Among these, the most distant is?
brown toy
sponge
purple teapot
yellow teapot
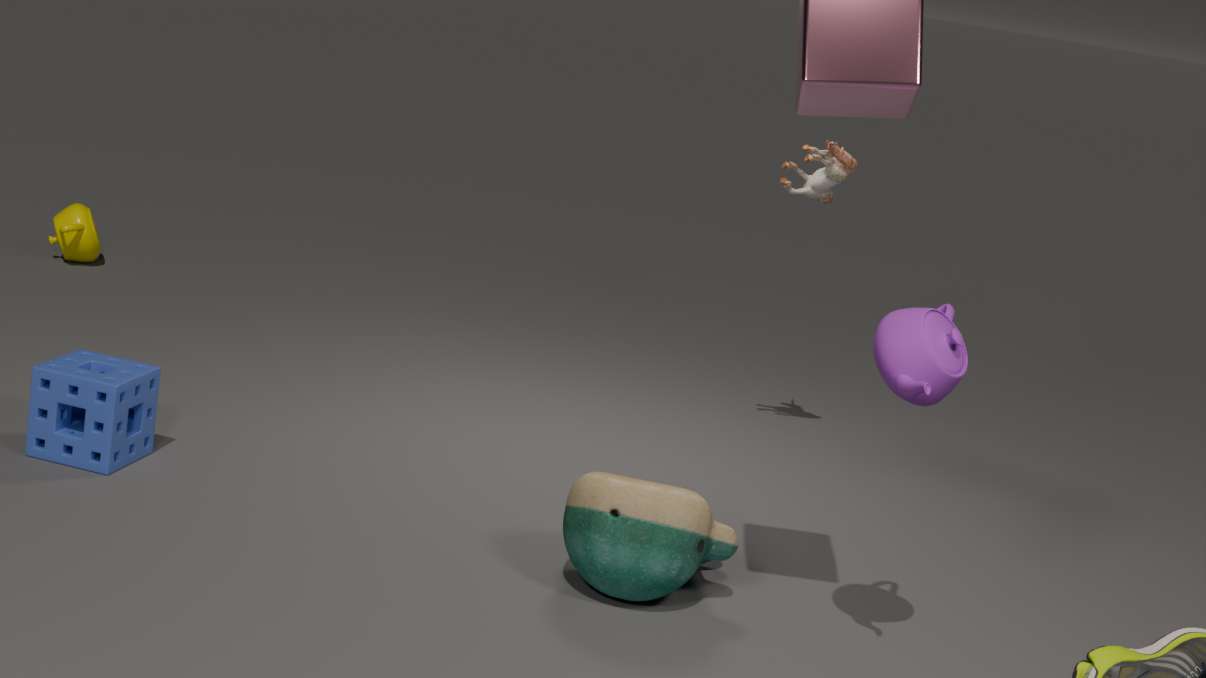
yellow teapot
